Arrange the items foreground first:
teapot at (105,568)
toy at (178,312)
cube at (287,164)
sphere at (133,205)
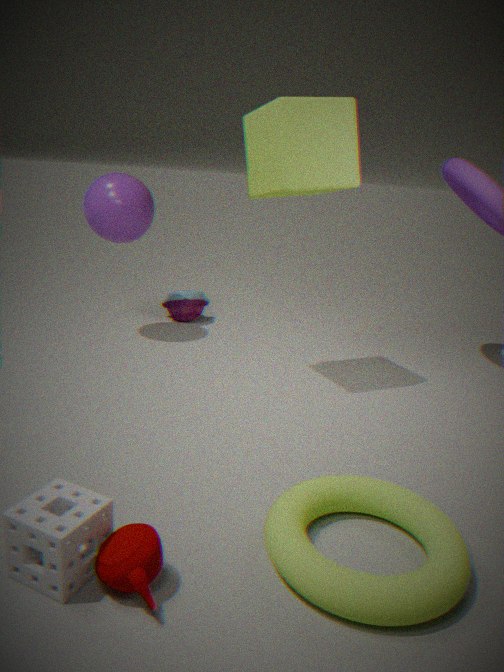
1. teapot at (105,568)
2. cube at (287,164)
3. sphere at (133,205)
4. toy at (178,312)
